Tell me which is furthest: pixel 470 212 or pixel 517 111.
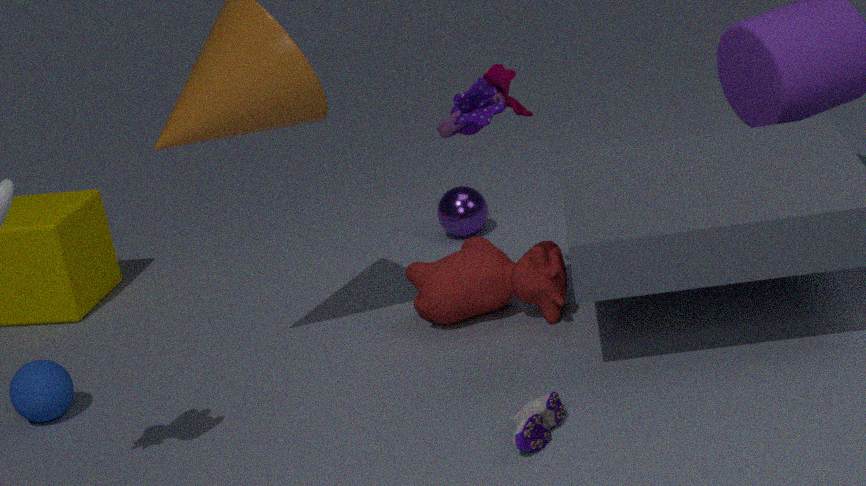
pixel 470 212
